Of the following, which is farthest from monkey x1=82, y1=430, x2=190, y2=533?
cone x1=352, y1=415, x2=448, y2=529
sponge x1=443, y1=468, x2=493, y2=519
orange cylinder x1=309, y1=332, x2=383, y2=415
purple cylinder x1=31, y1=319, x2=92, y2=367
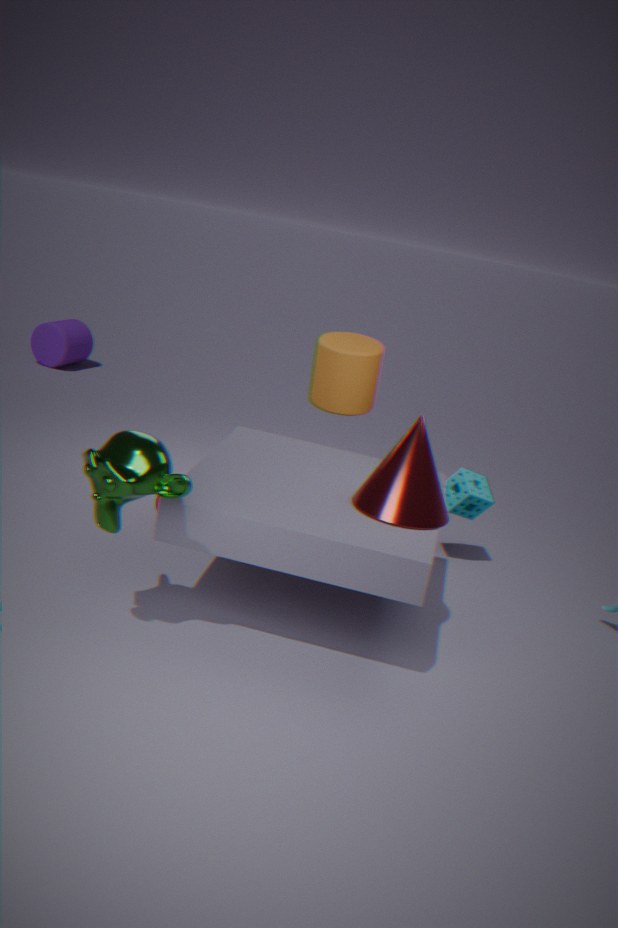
purple cylinder x1=31, y1=319, x2=92, y2=367
